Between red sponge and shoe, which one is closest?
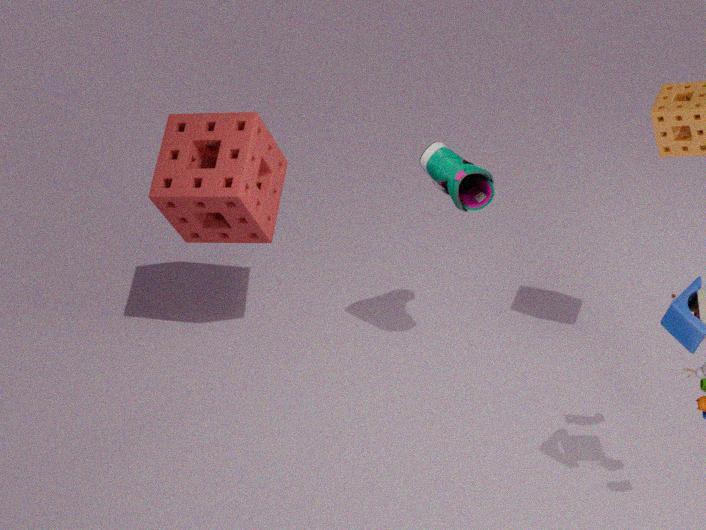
shoe
